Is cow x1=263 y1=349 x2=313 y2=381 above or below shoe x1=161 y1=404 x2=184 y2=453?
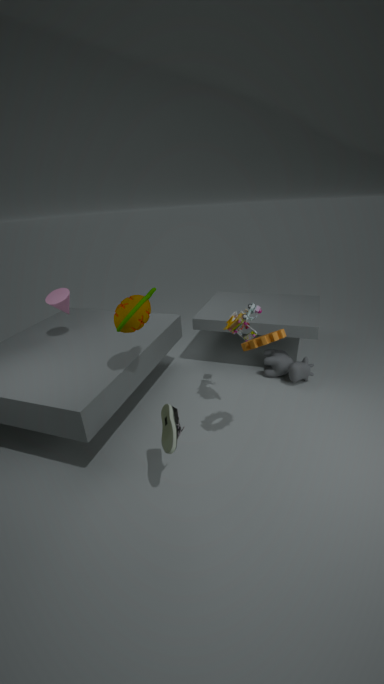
below
